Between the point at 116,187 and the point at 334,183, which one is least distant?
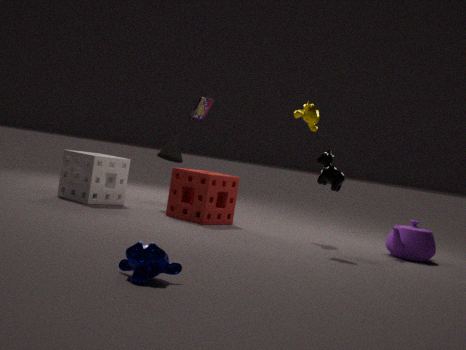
the point at 334,183
